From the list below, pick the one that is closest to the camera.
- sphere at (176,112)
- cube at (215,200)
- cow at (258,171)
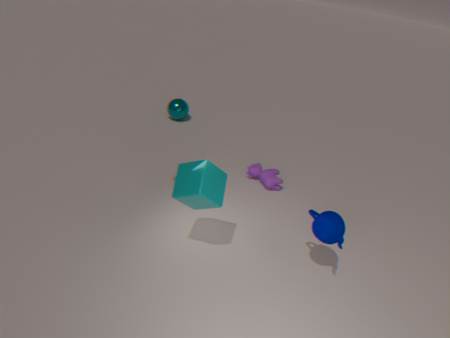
cube at (215,200)
